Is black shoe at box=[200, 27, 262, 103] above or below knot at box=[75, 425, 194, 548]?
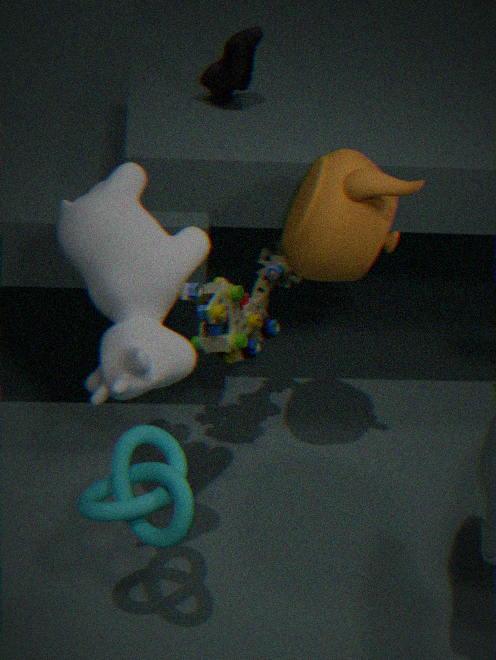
above
